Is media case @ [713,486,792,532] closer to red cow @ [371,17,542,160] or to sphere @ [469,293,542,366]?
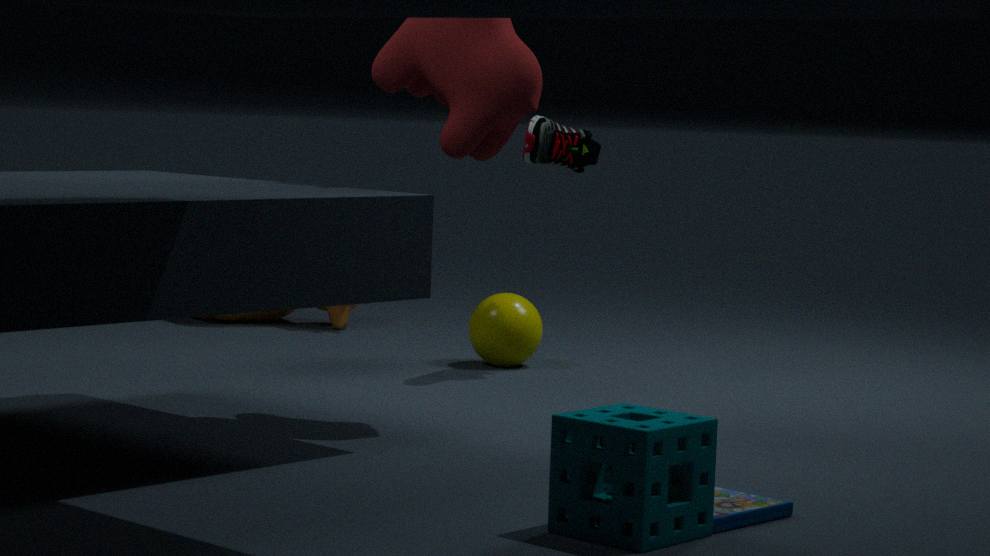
red cow @ [371,17,542,160]
